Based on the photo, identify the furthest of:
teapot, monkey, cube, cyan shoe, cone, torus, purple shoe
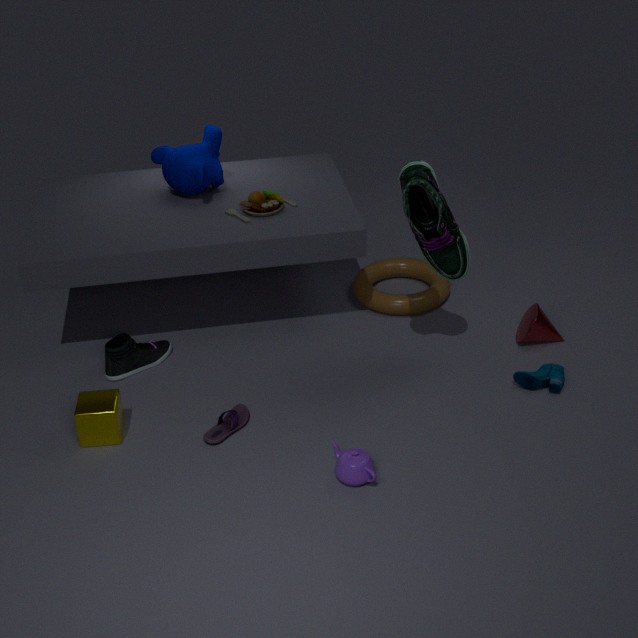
torus
